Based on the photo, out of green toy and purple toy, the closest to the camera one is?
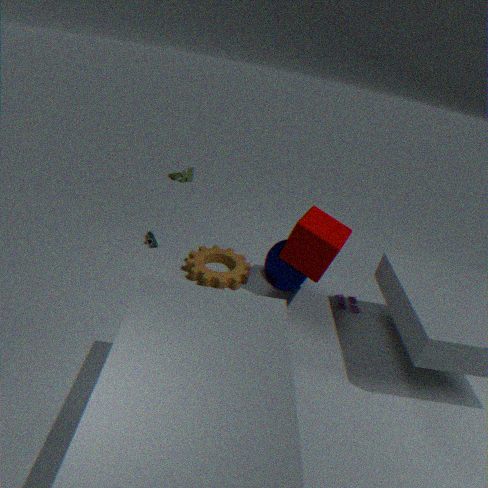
purple toy
